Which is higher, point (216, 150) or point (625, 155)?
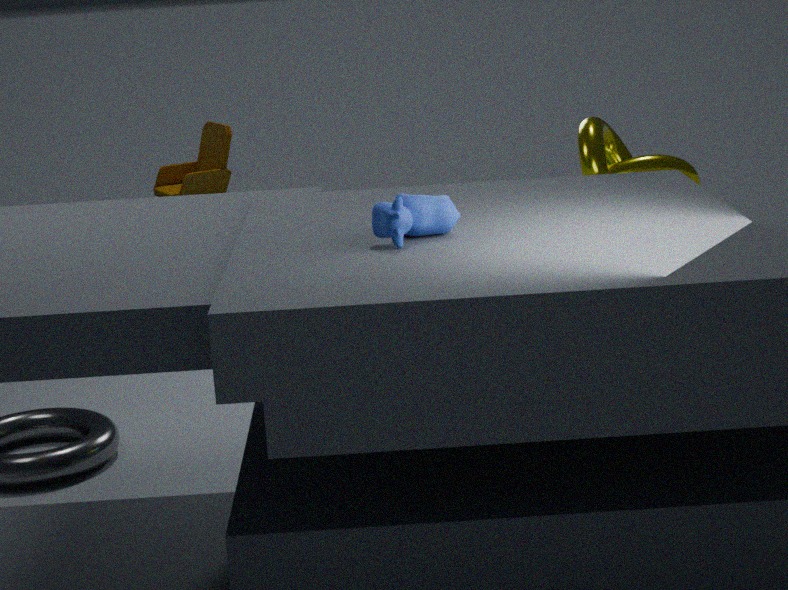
point (625, 155)
